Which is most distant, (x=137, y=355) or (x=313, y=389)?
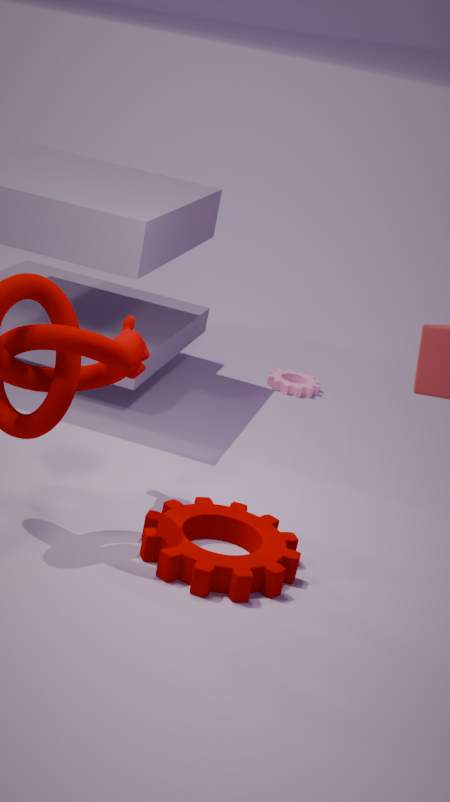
(x=313, y=389)
